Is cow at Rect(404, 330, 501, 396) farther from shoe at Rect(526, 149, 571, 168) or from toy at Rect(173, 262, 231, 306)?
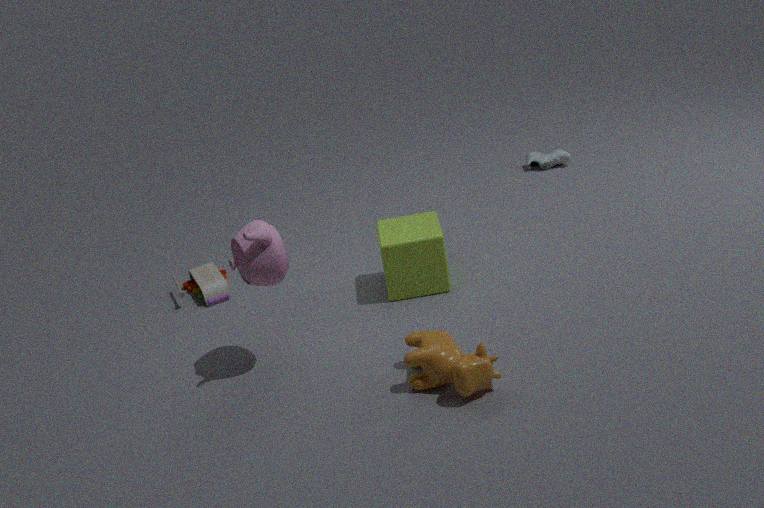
shoe at Rect(526, 149, 571, 168)
